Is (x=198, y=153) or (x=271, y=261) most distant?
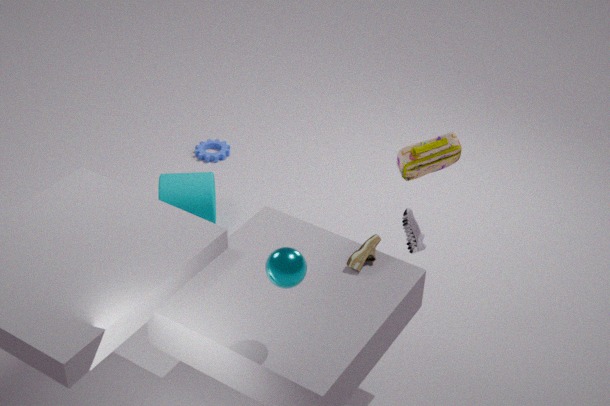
(x=198, y=153)
